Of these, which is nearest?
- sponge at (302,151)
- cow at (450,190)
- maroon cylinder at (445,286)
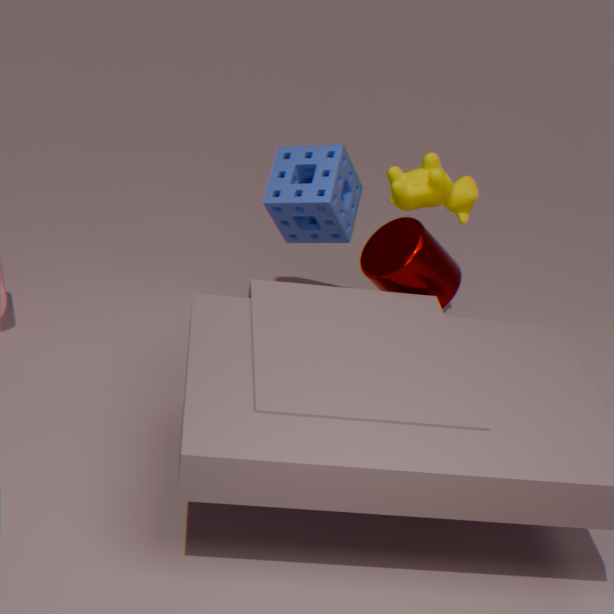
maroon cylinder at (445,286)
